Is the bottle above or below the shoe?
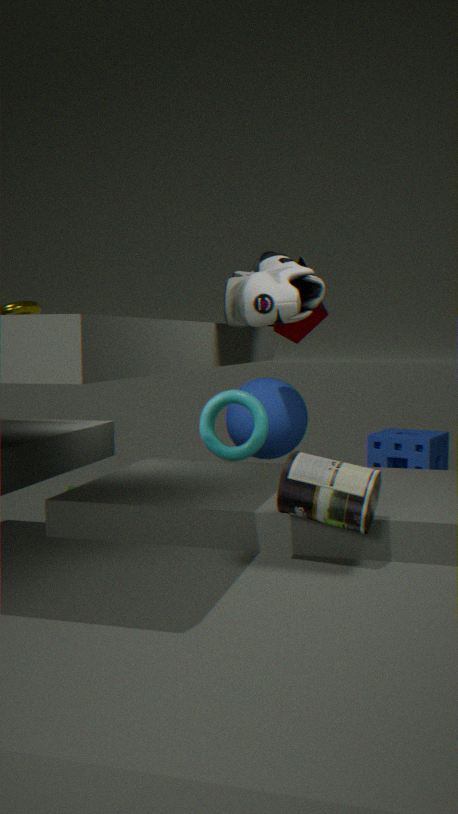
below
